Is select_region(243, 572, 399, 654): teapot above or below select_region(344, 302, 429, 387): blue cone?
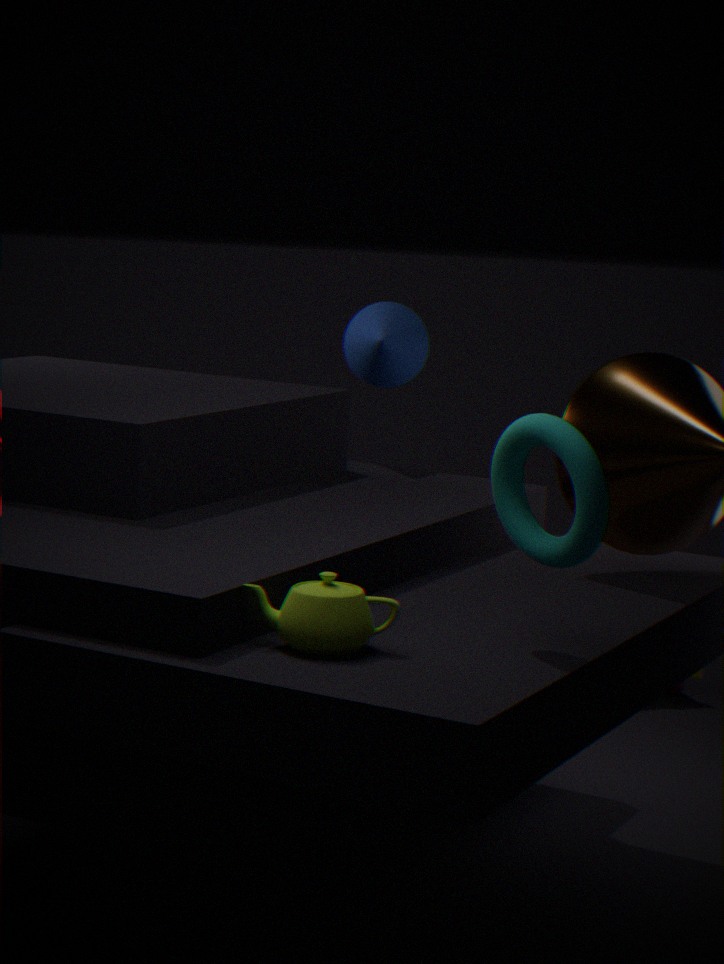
below
